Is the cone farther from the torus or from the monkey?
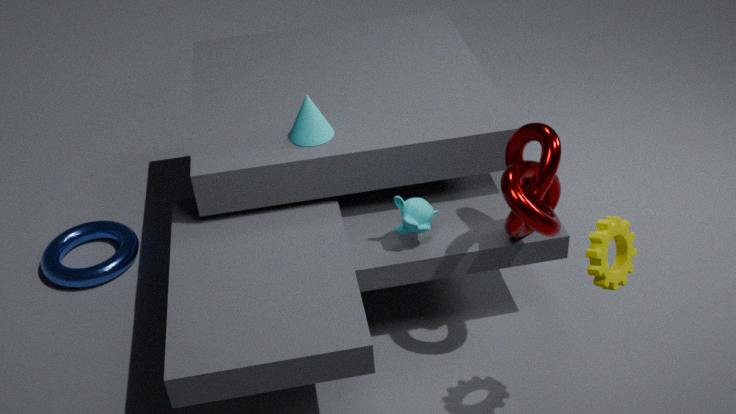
the torus
